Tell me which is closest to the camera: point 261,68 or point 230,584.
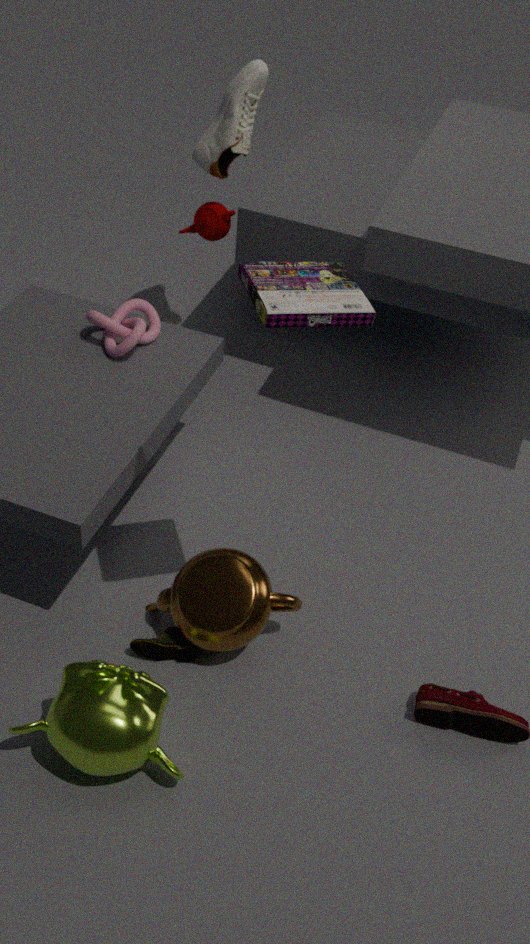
point 230,584
